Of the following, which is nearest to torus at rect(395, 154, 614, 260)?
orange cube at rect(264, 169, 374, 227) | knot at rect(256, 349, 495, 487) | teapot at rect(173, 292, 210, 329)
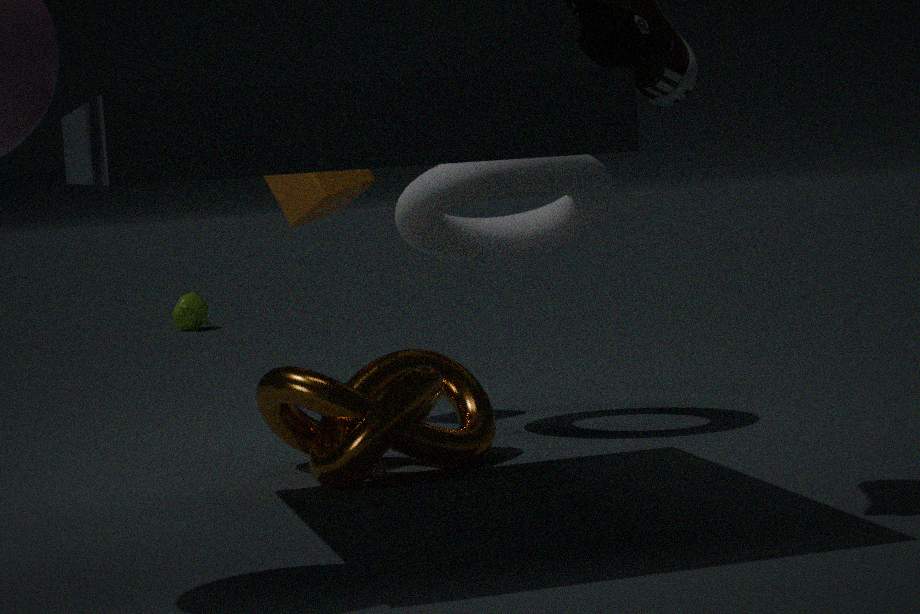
orange cube at rect(264, 169, 374, 227)
